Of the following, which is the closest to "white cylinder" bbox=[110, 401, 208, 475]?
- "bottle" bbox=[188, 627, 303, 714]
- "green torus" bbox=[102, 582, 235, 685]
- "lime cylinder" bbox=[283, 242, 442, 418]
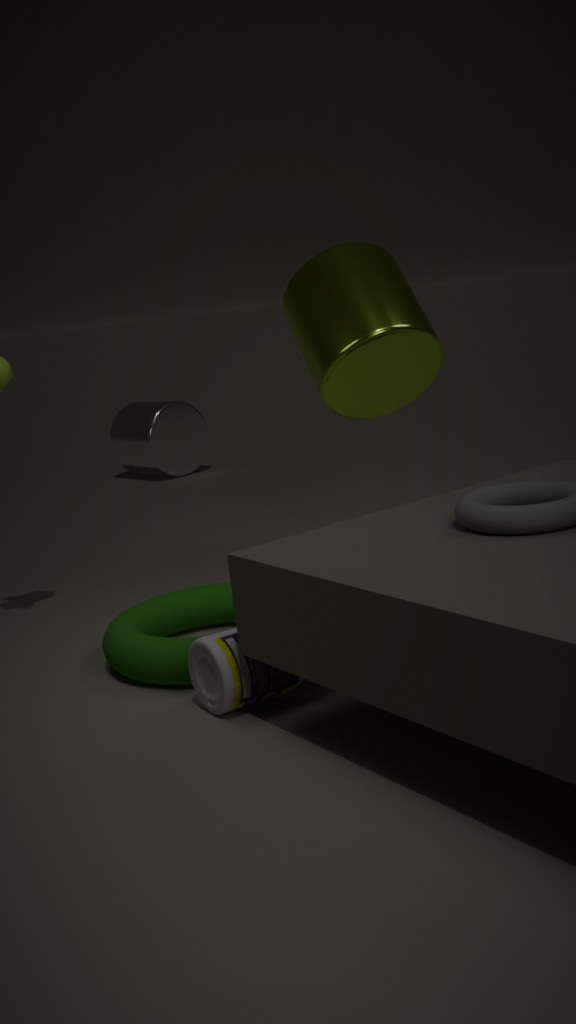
"lime cylinder" bbox=[283, 242, 442, 418]
